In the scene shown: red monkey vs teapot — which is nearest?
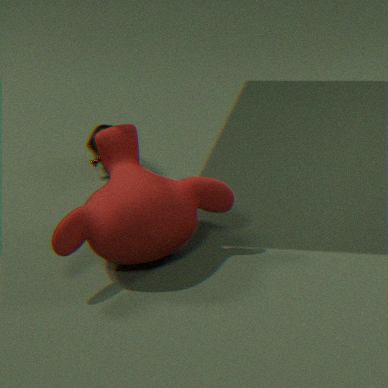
red monkey
